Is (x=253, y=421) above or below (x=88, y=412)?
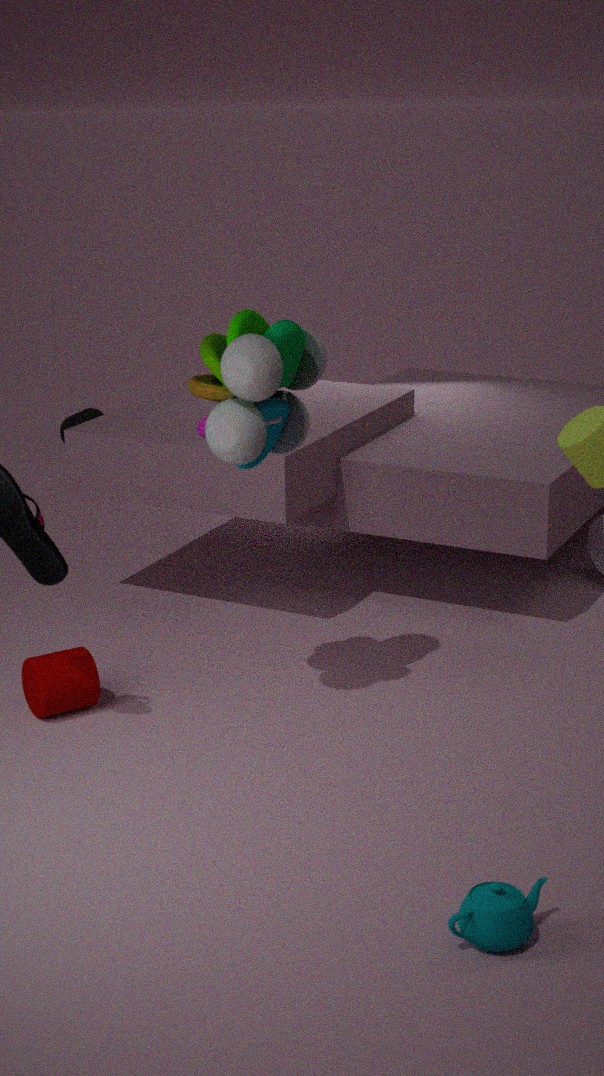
above
